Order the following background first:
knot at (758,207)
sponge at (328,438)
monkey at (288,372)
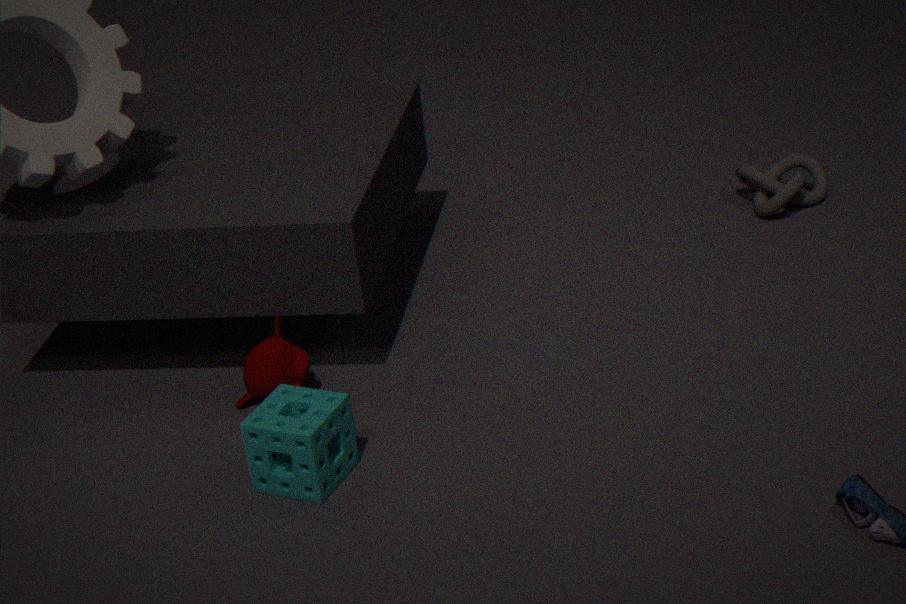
knot at (758,207)
monkey at (288,372)
sponge at (328,438)
